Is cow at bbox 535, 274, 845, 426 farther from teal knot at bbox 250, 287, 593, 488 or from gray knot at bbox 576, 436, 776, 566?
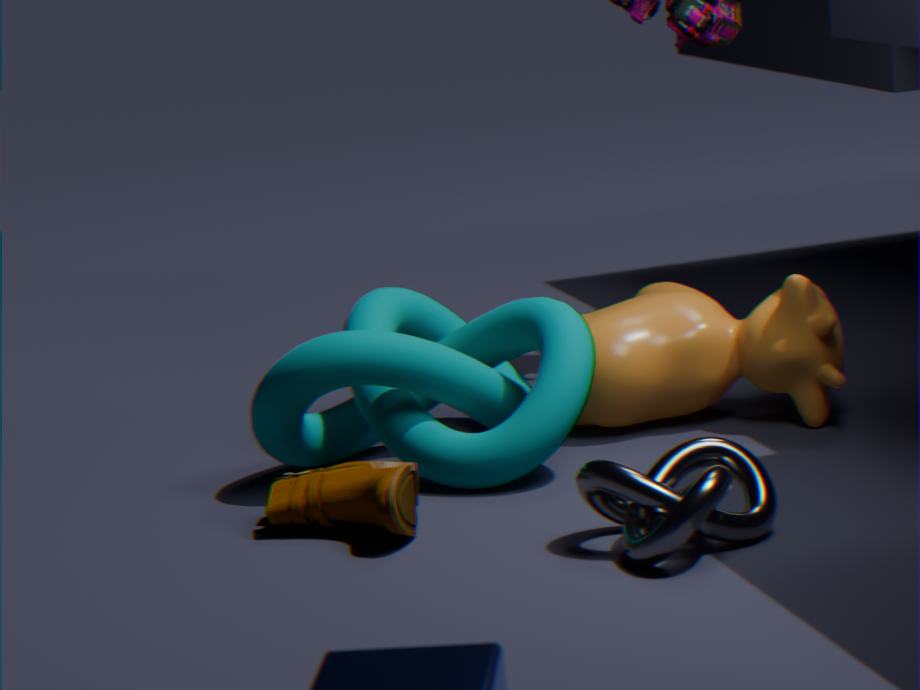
gray knot at bbox 576, 436, 776, 566
